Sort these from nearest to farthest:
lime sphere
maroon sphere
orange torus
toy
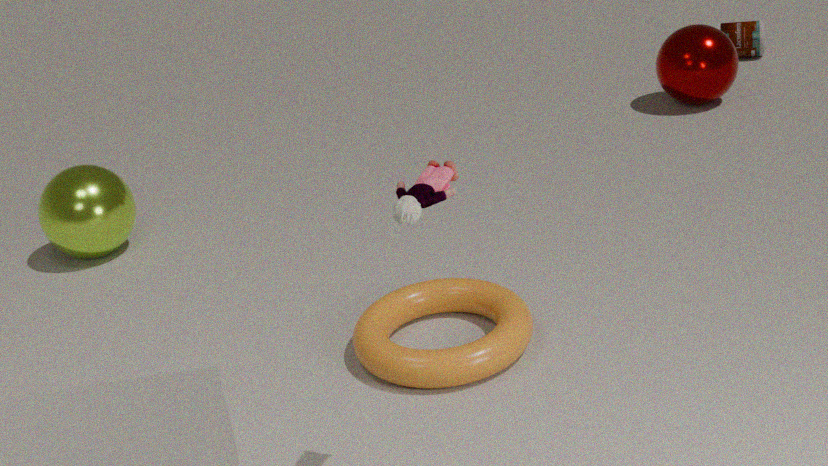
toy < orange torus < lime sphere < maroon sphere
